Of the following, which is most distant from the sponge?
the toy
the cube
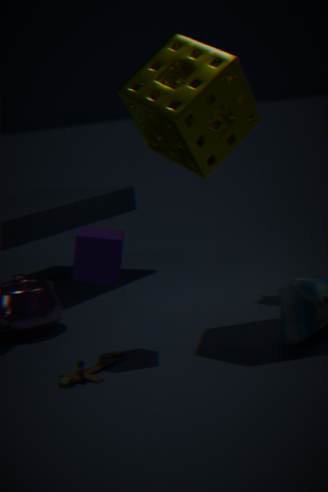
the toy
